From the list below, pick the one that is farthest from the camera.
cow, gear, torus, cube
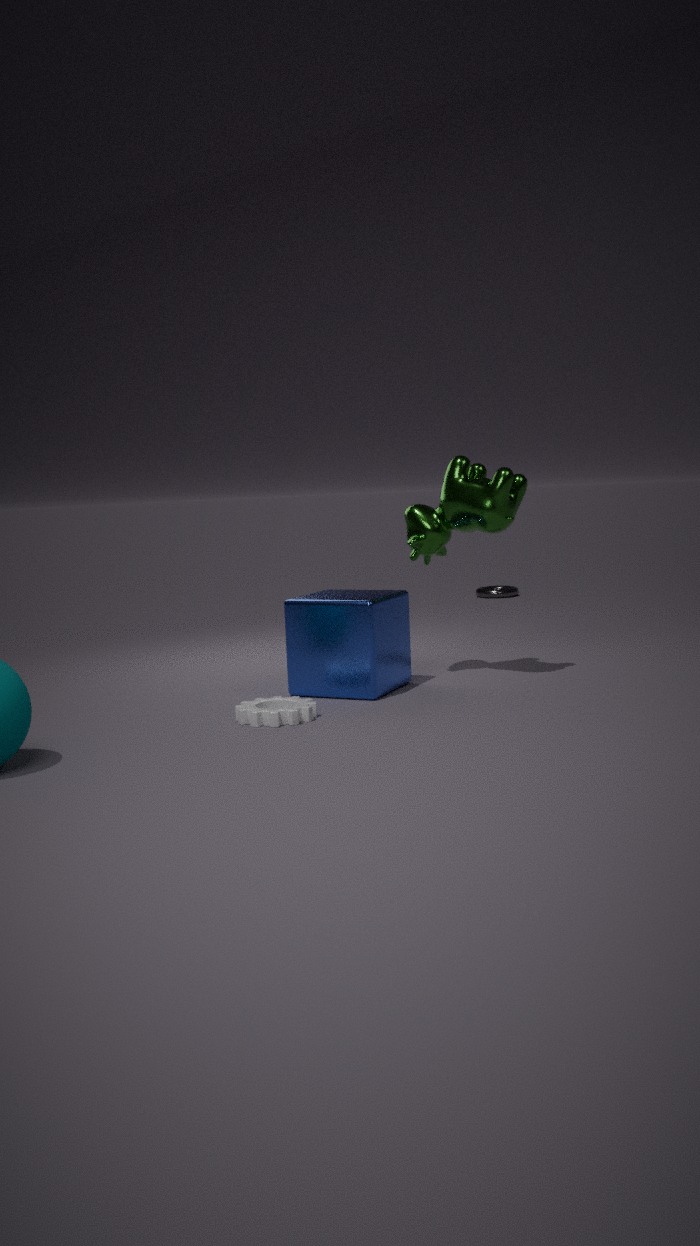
torus
